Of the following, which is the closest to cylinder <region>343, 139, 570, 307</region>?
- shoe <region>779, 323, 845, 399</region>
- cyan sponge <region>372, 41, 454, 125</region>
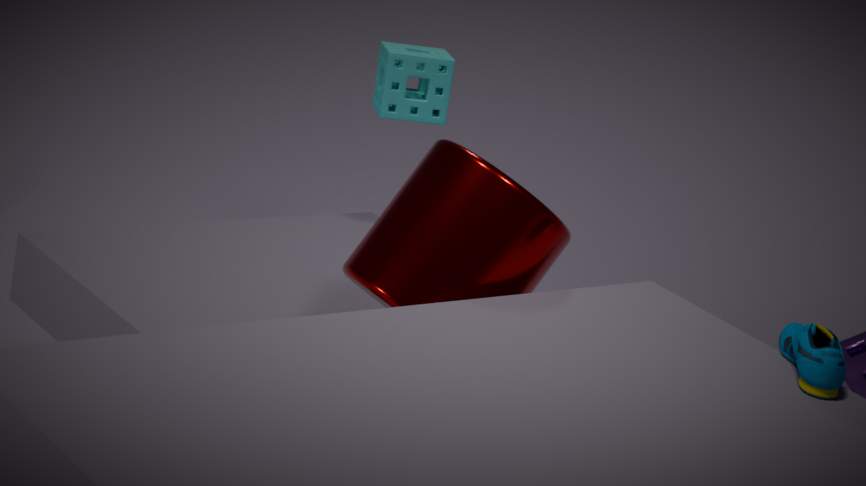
shoe <region>779, 323, 845, 399</region>
